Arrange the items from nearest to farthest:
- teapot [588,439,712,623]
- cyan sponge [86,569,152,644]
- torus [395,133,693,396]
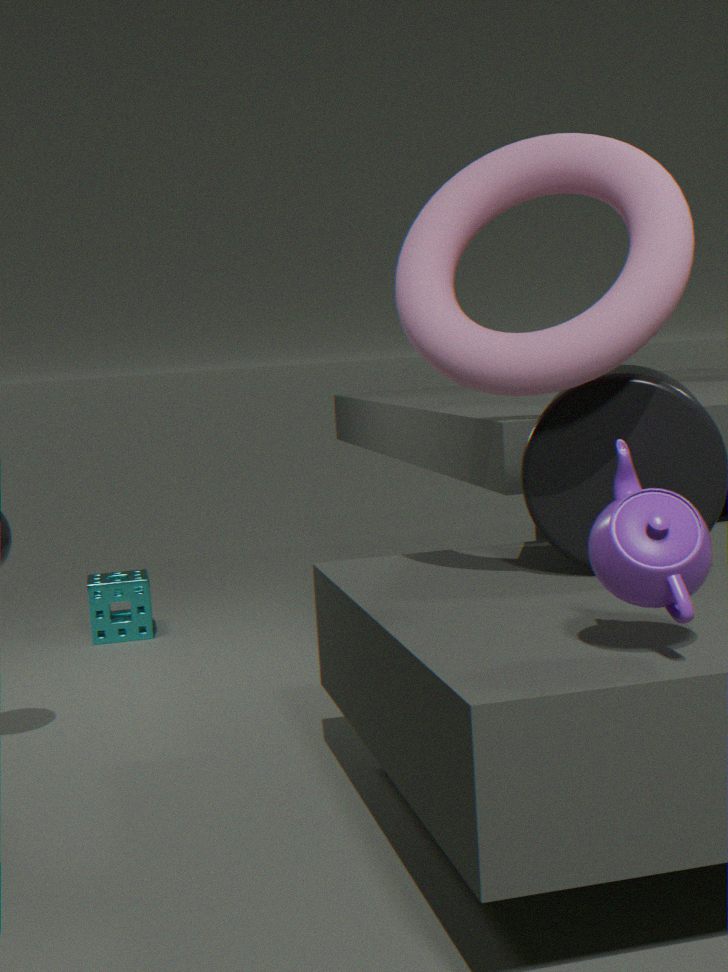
teapot [588,439,712,623] < torus [395,133,693,396] < cyan sponge [86,569,152,644]
